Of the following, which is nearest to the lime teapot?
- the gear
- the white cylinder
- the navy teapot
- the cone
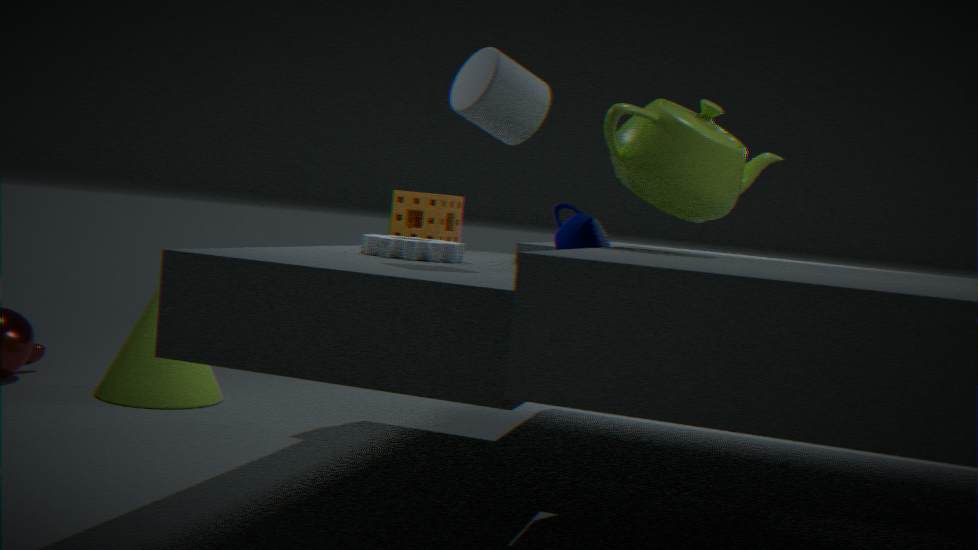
the navy teapot
